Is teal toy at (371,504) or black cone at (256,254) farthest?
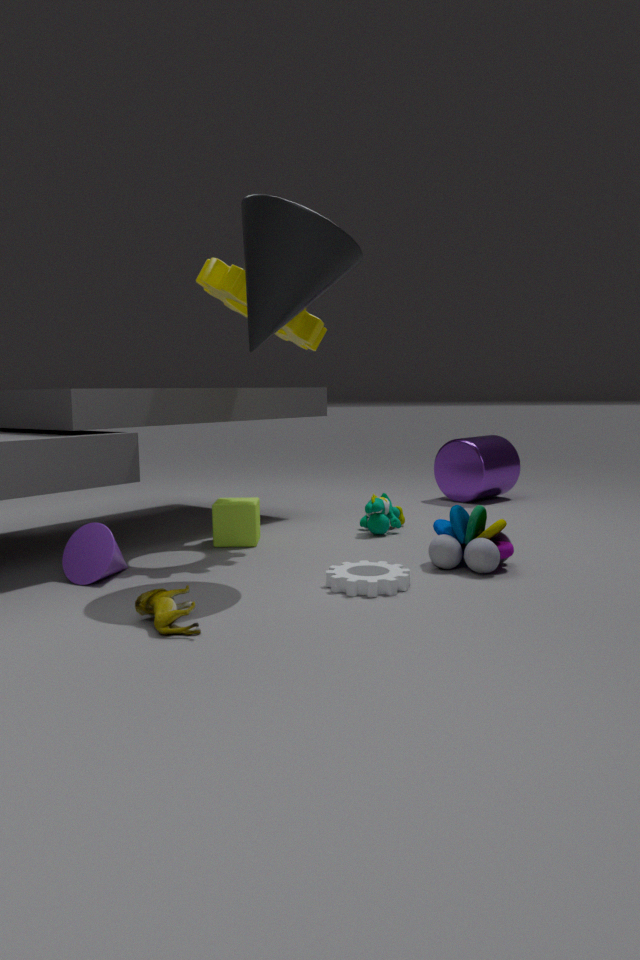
teal toy at (371,504)
